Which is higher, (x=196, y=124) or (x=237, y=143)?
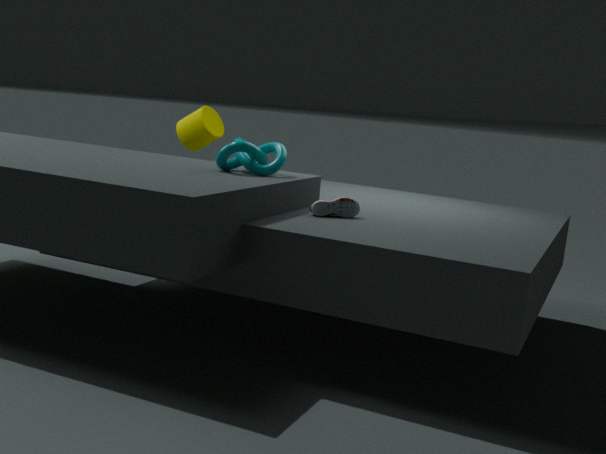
(x=196, y=124)
